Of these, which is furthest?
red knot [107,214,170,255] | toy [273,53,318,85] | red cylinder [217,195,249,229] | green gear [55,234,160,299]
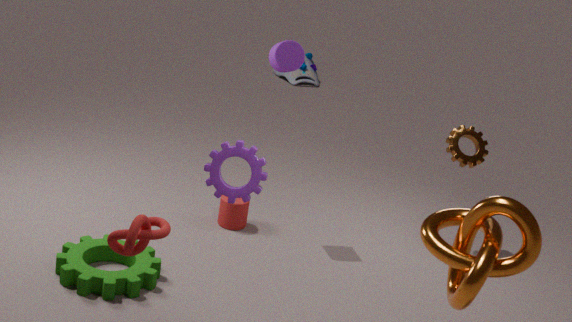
toy [273,53,318,85]
